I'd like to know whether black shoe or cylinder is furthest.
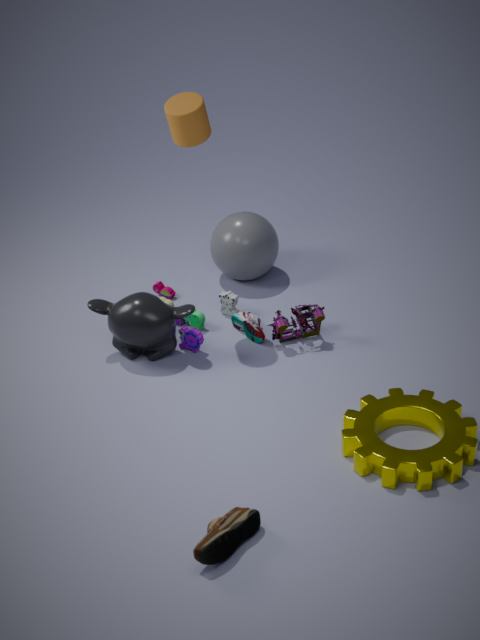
cylinder
